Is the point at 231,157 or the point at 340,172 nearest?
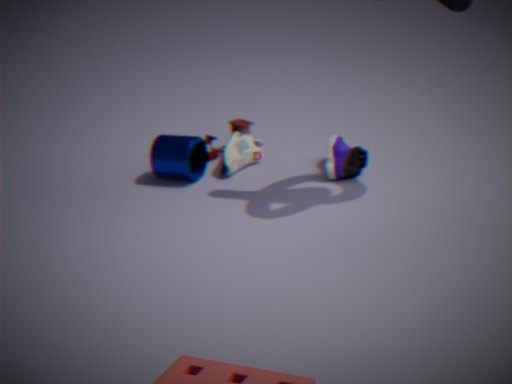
the point at 340,172
